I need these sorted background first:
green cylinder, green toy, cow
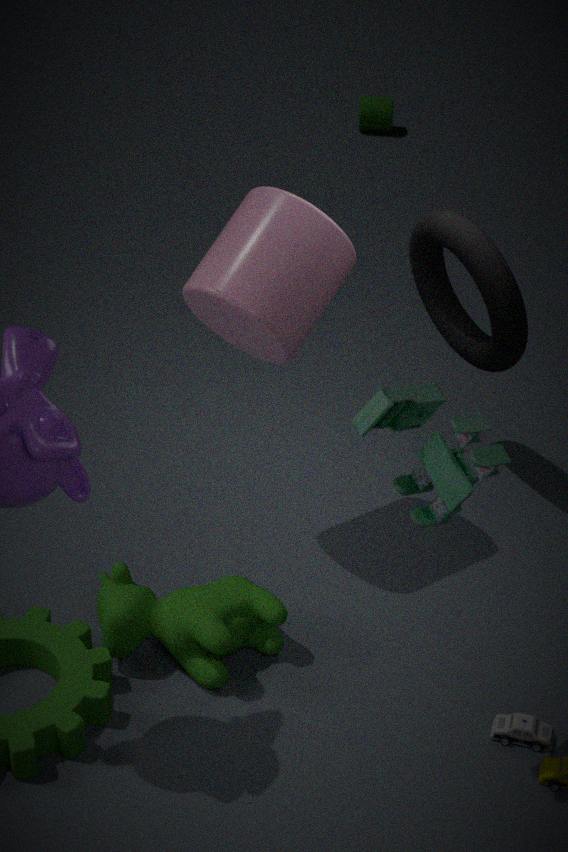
green cylinder < cow < green toy
